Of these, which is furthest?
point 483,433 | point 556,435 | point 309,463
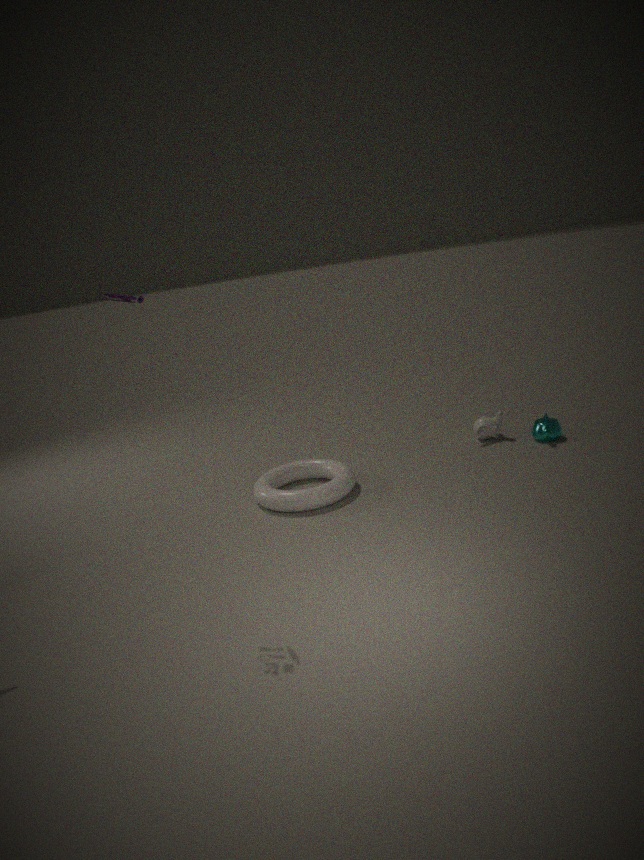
point 483,433
